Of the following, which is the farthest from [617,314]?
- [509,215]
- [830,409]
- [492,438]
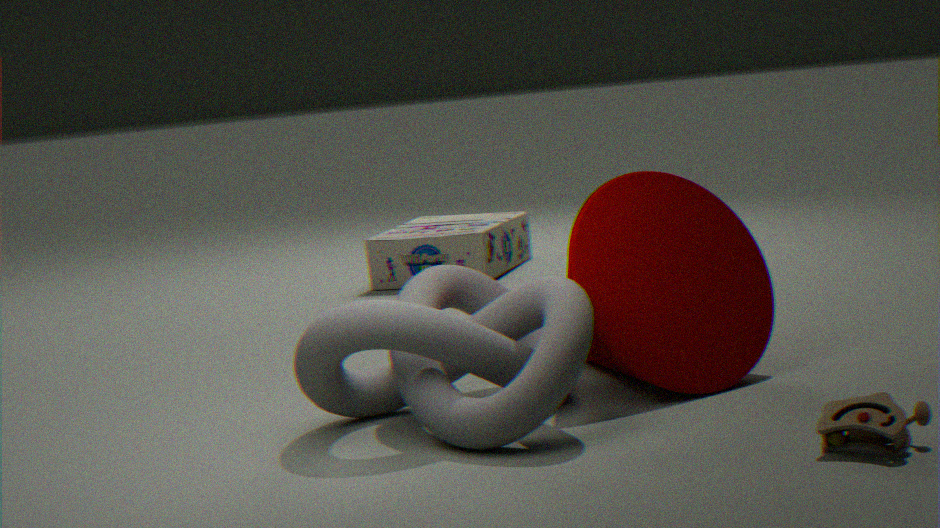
[509,215]
